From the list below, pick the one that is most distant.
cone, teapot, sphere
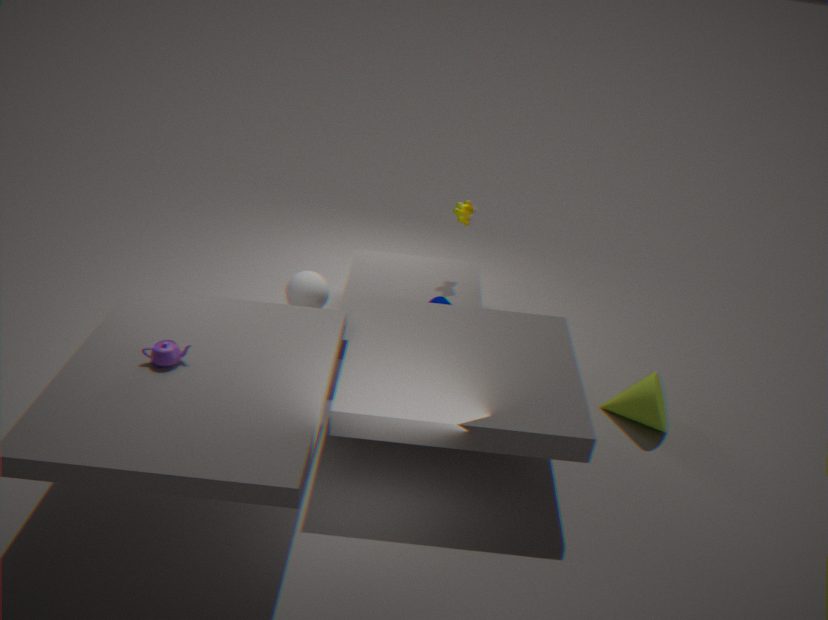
sphere
